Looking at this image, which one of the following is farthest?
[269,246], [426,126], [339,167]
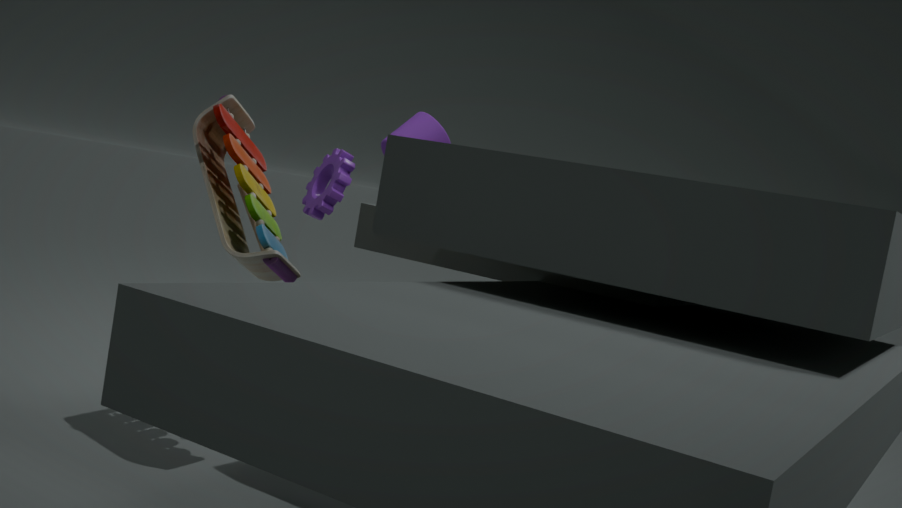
[339,167]
